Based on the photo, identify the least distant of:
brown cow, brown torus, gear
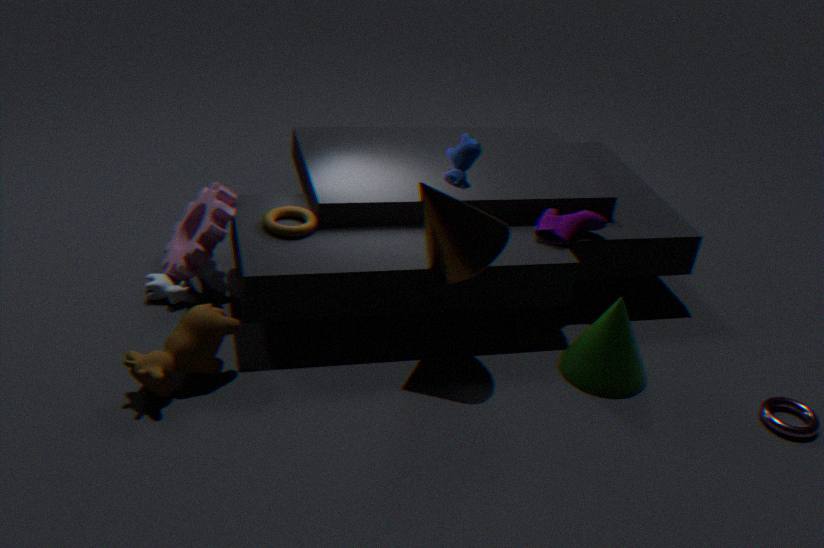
brown cow
